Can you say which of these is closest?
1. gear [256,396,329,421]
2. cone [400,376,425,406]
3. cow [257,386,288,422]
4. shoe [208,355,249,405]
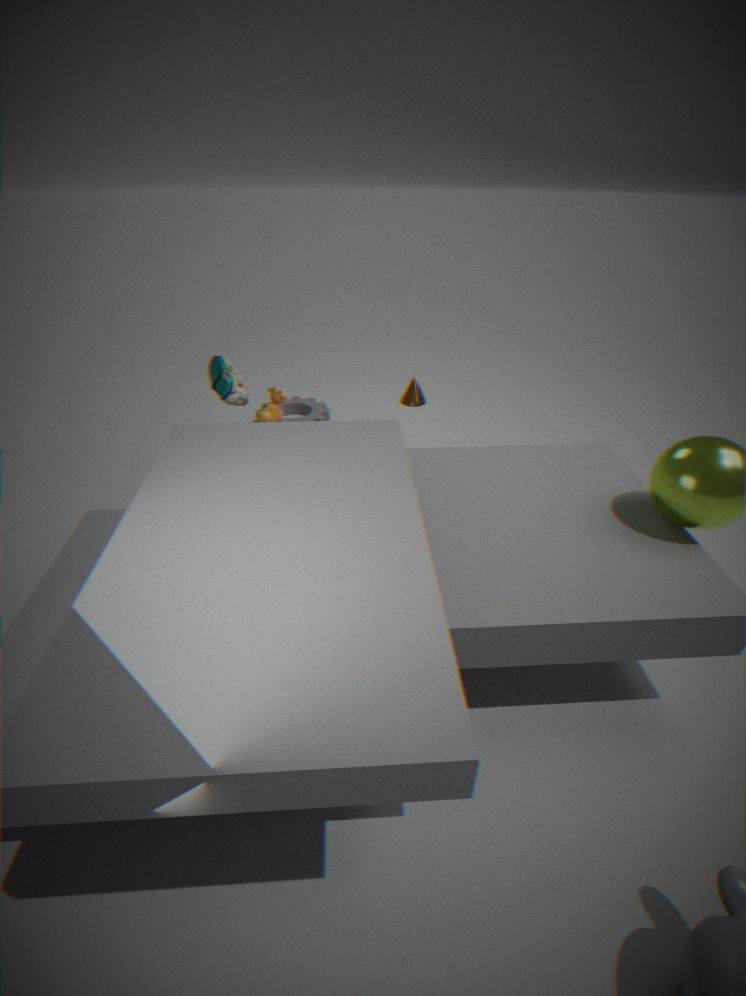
shoe [208,355,249,405]
